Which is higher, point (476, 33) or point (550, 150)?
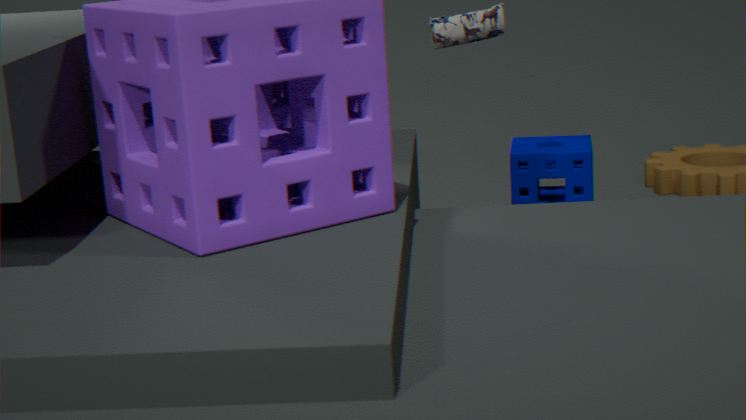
point (476, 33)
